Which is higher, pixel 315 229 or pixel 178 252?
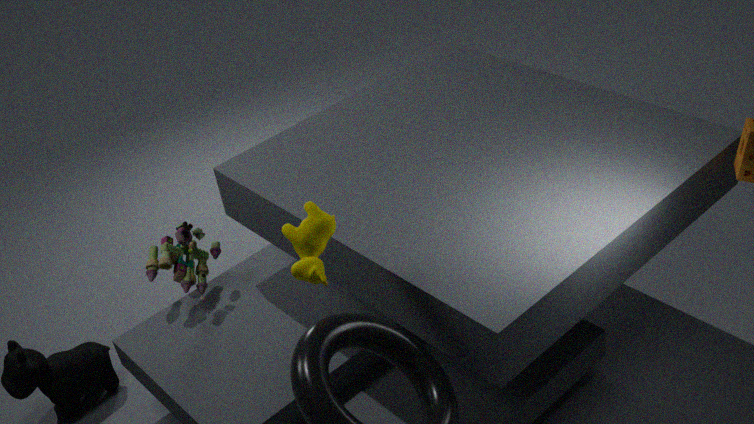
pixel 315 229
